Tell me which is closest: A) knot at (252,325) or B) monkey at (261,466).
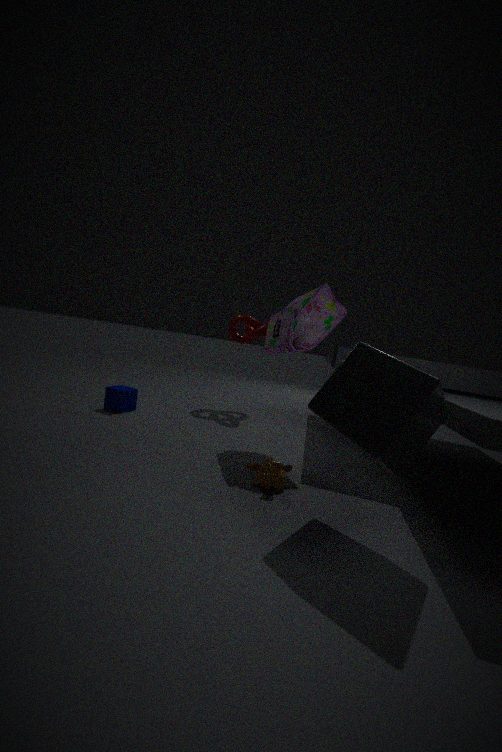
B. monkey at (261,466)
